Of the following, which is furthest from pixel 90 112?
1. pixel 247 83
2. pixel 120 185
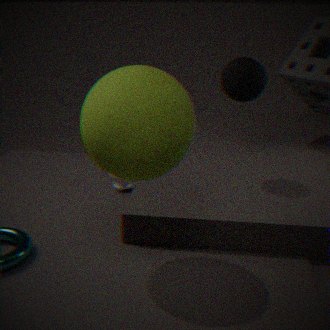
pixel 120 185
